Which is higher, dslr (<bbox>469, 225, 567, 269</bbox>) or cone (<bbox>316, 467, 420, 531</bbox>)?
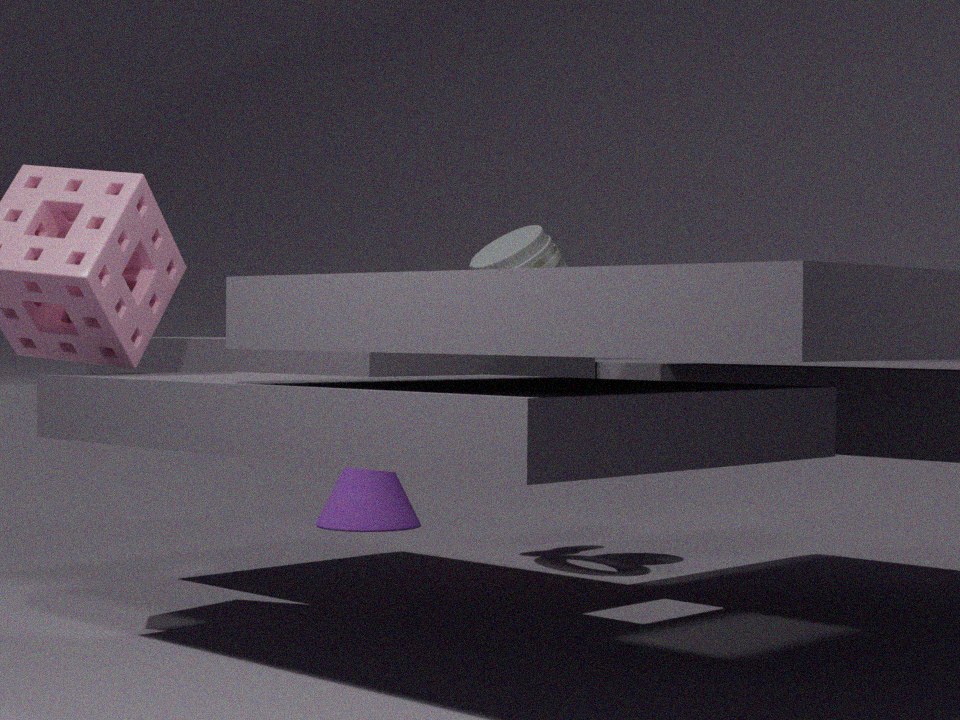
dslr (<bbox>469, 225, 567, 269</bbox>)
